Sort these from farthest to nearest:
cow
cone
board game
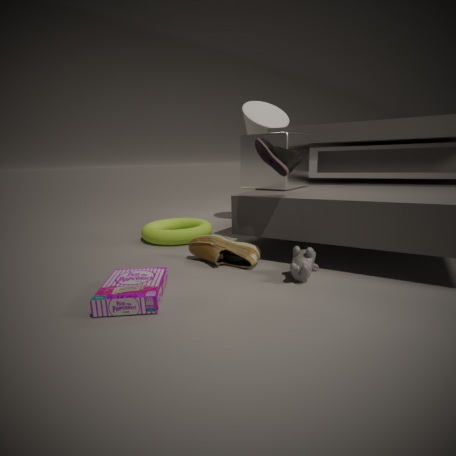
1. cone
2. cow
3. board game
